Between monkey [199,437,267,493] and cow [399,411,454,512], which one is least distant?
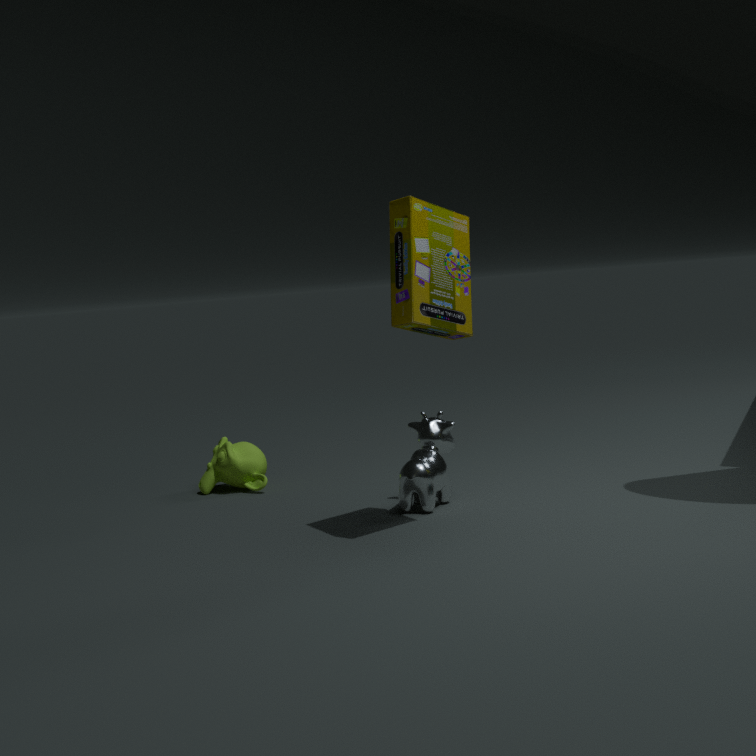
cow [399,411,454,512]
